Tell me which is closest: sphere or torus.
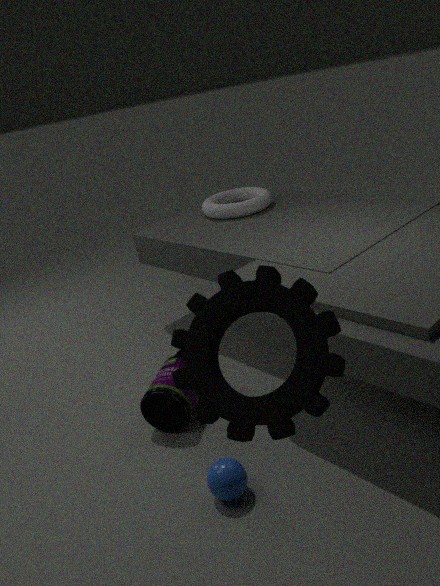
sphere
